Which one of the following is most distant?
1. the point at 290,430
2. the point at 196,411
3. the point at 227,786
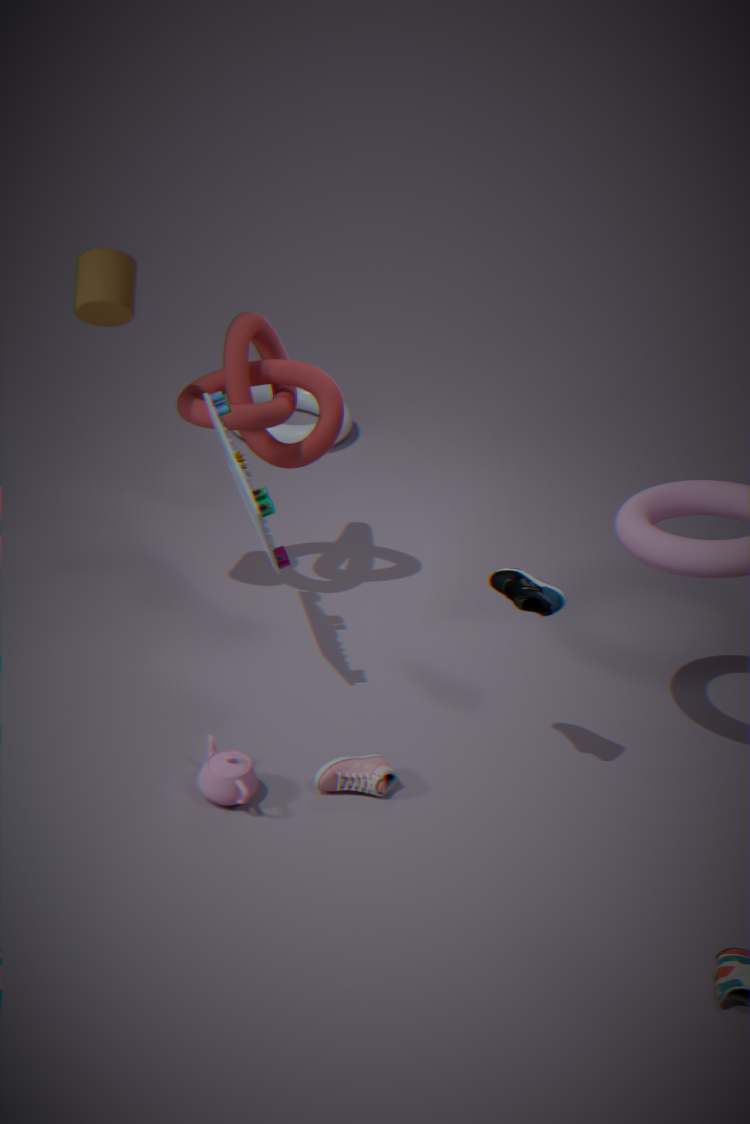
the point at 290,430
